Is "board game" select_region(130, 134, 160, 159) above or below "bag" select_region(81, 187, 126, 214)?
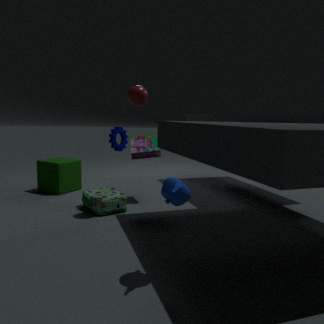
above
